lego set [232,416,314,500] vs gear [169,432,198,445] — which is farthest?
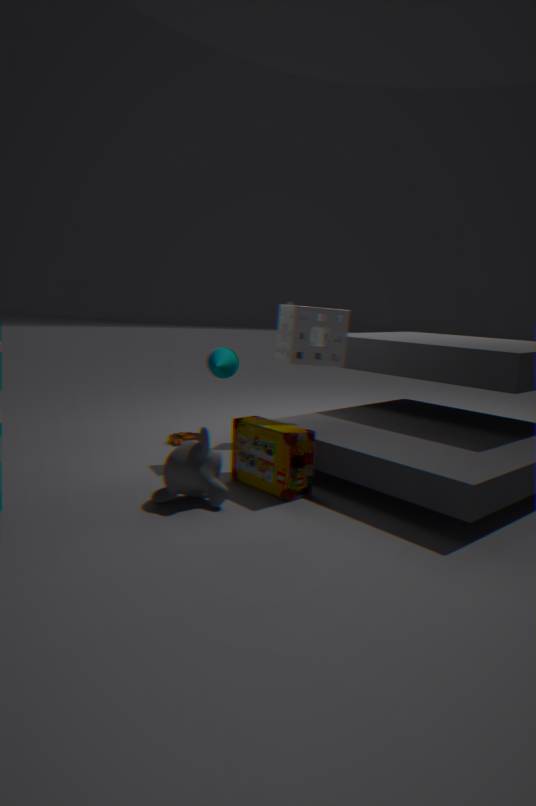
gear [169,432,198,445]
